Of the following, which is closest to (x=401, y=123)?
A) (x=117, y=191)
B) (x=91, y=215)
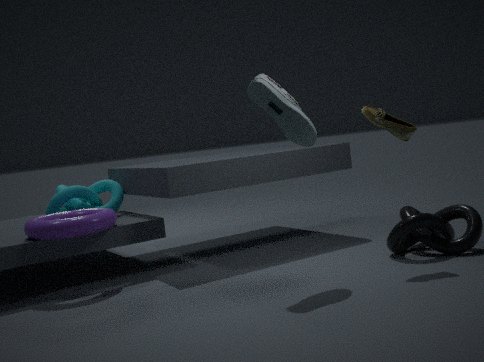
(x=91, y=215)
